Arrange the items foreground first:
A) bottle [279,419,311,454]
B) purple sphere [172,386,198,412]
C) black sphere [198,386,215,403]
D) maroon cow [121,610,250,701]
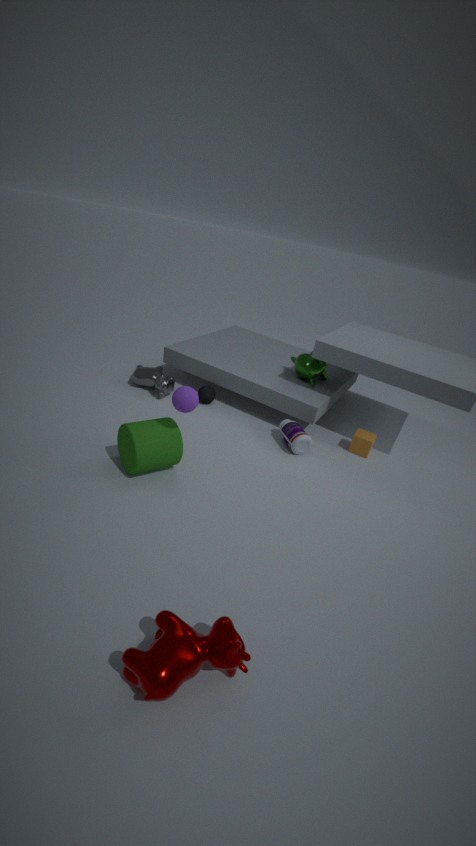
maroon cow [121,610,250,701]
purple sphere [172,386,198,412]
bottle [279,419,311,454]
black sphere [198,386,215,403]
